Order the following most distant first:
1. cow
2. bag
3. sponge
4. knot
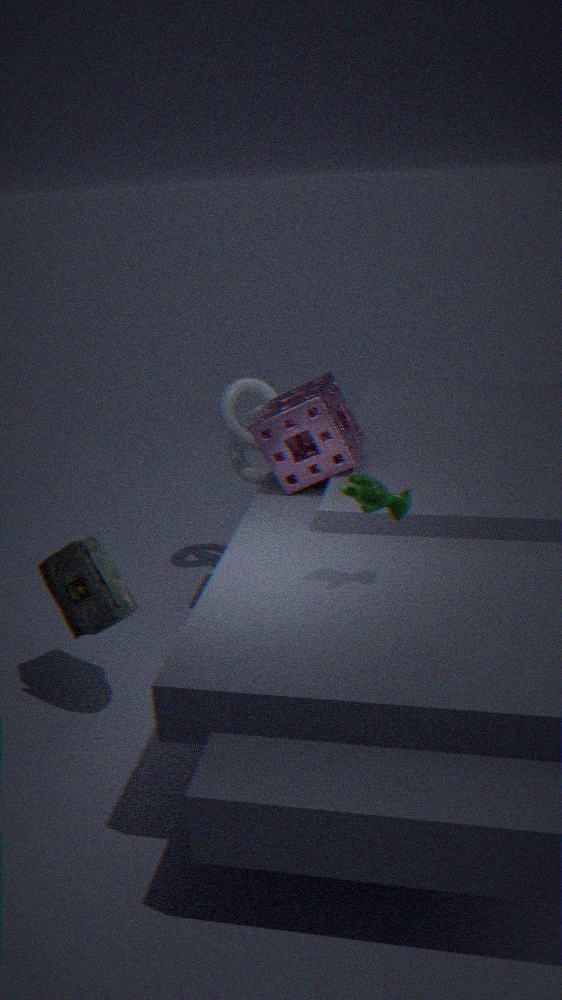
knot < sponge < bag < cow
